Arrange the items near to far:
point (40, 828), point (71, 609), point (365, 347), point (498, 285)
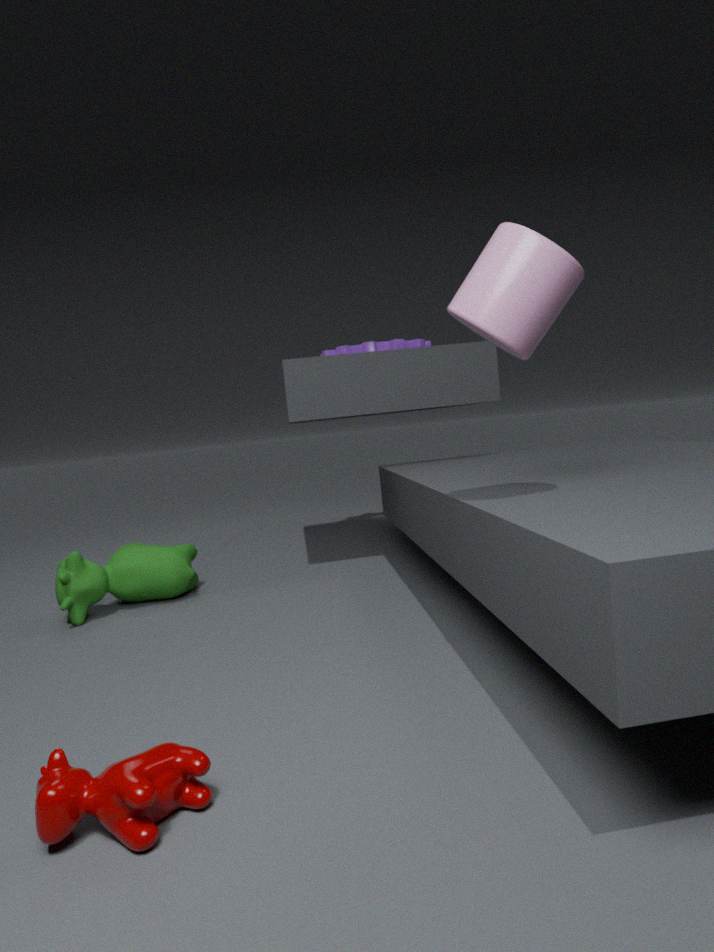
point (40, 828)
point (498, 285)
point (71, 609)
point (365, 347)
